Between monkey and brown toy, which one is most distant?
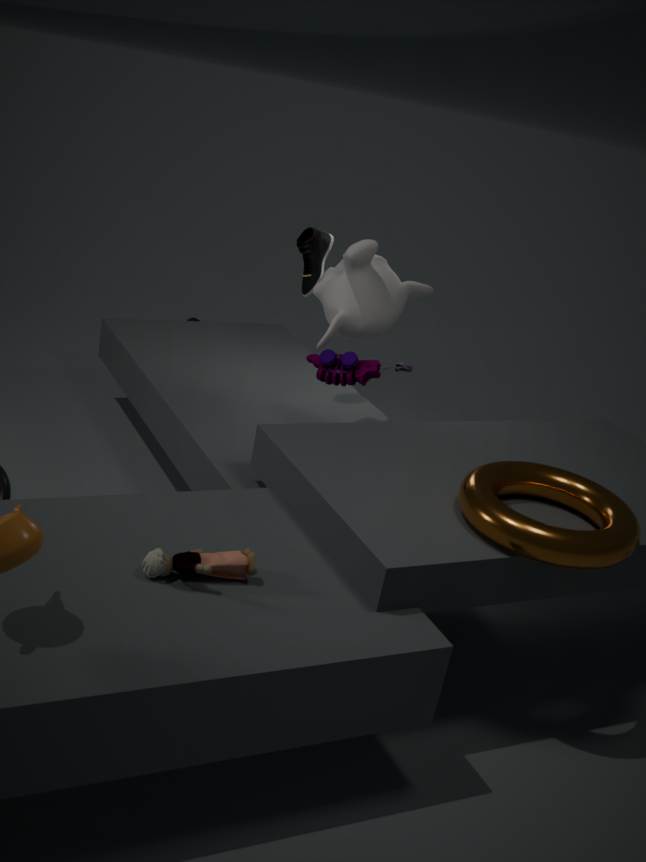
monkey
